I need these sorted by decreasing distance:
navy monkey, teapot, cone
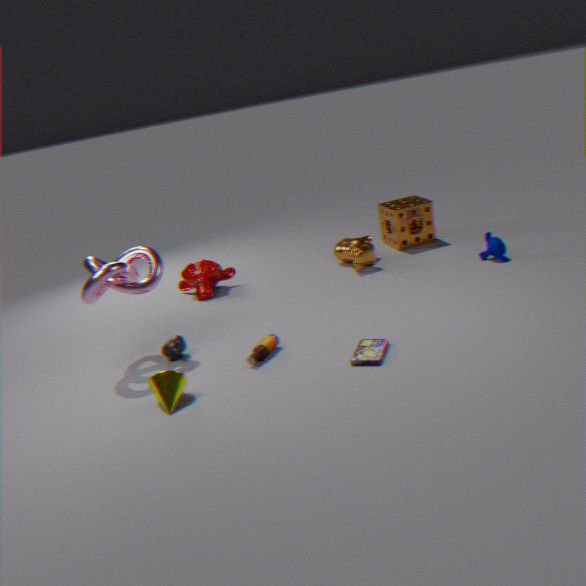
navy monkey, teapot, cone
